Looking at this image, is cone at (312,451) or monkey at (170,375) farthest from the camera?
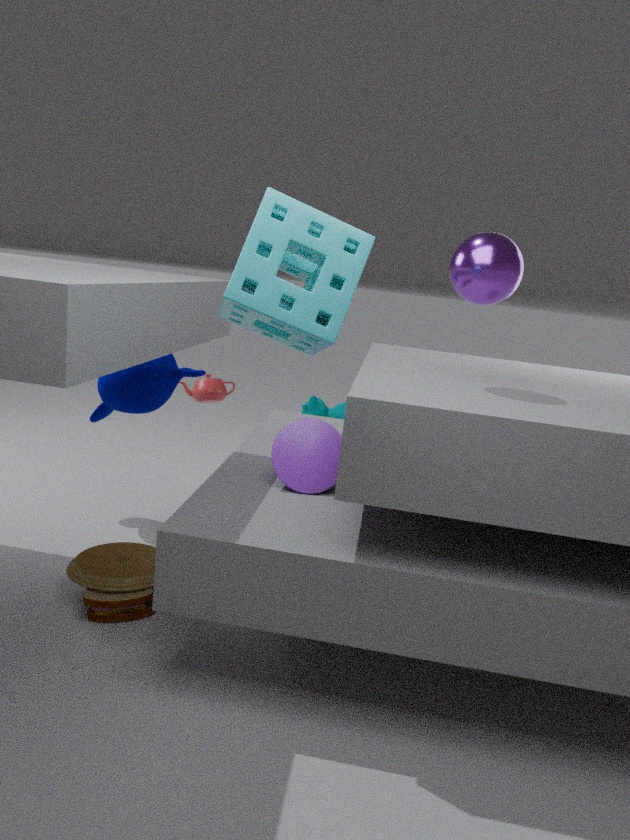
monkey at (170,375)
